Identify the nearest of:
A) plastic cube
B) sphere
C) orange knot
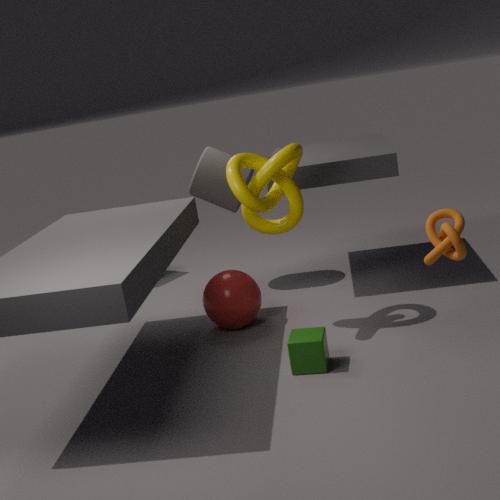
orange knot
